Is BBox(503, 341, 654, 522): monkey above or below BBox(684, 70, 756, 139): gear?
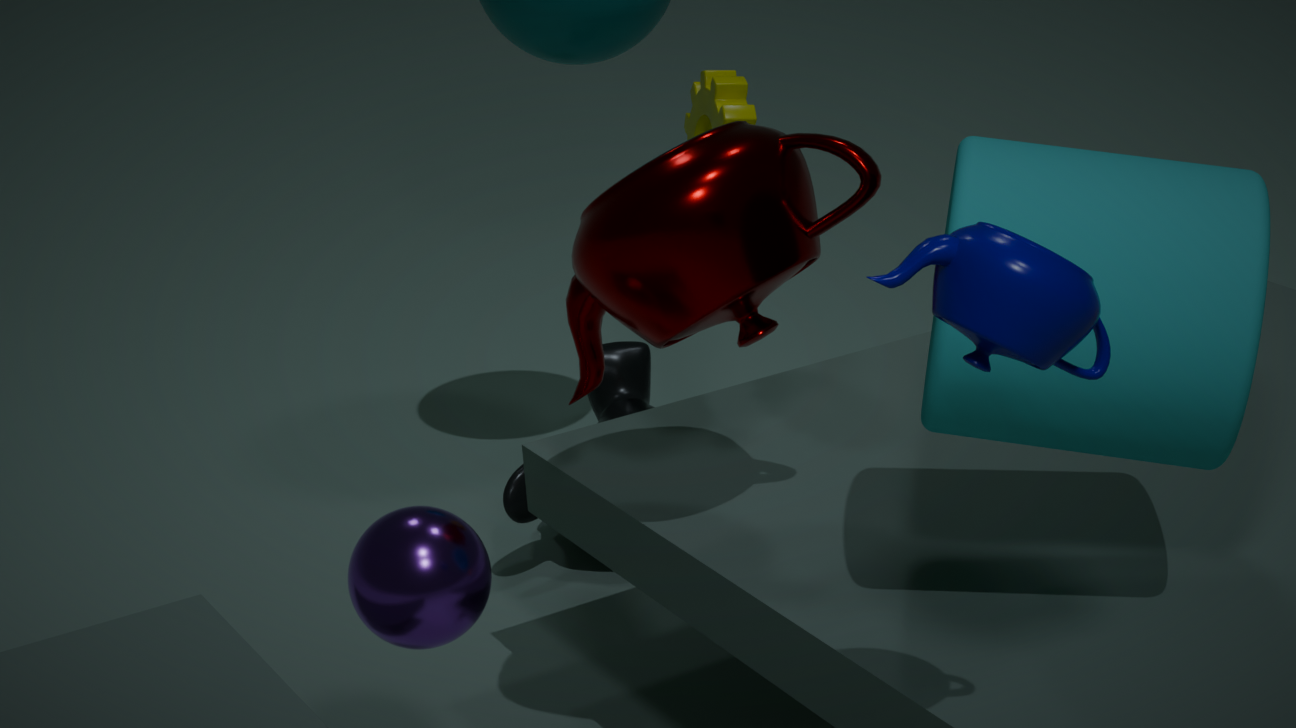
below
